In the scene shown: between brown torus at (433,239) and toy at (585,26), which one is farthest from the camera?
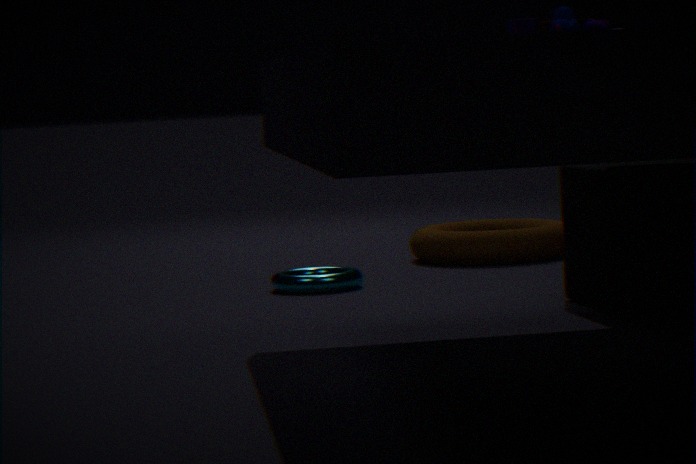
brown torus at (433,239)
